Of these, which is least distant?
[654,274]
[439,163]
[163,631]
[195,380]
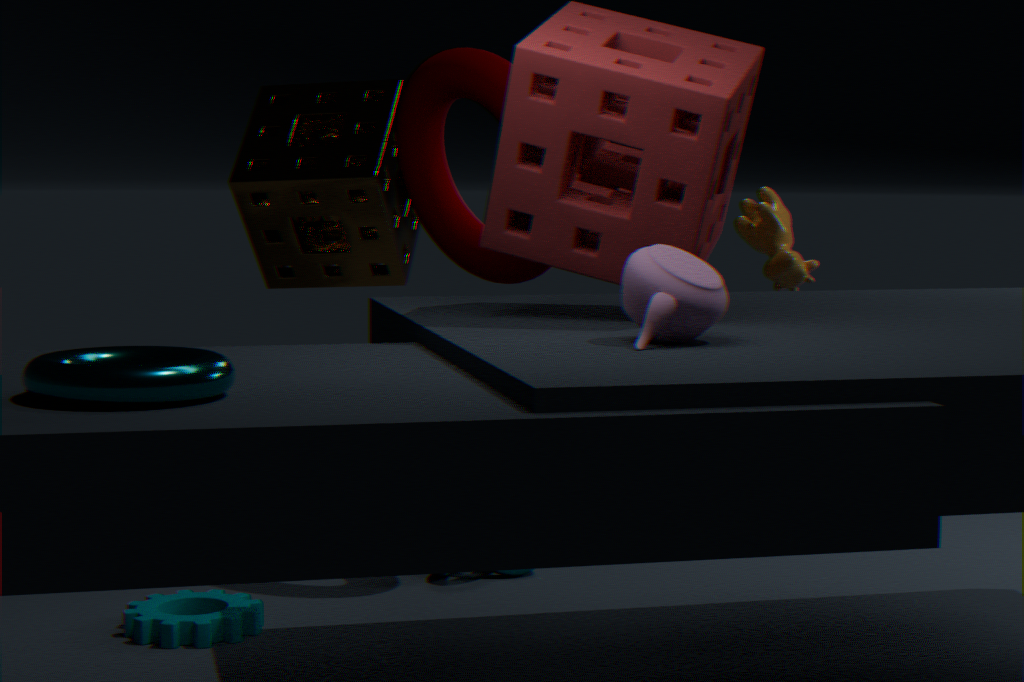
[195,380]
